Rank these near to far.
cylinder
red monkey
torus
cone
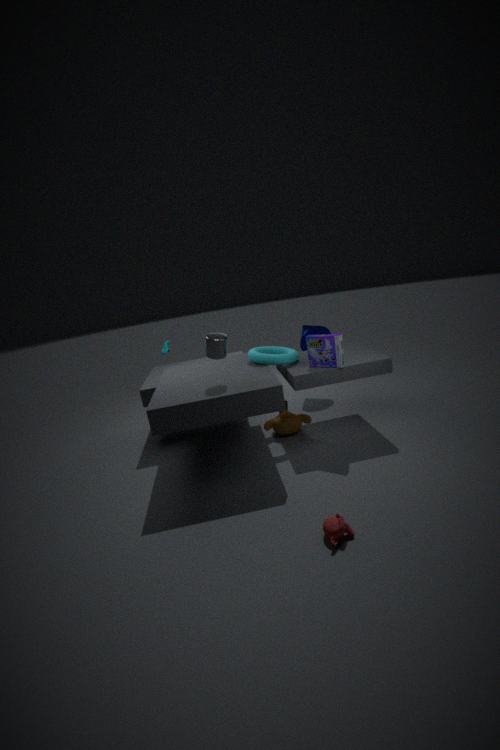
red monkey, cylinder, torus, cone
